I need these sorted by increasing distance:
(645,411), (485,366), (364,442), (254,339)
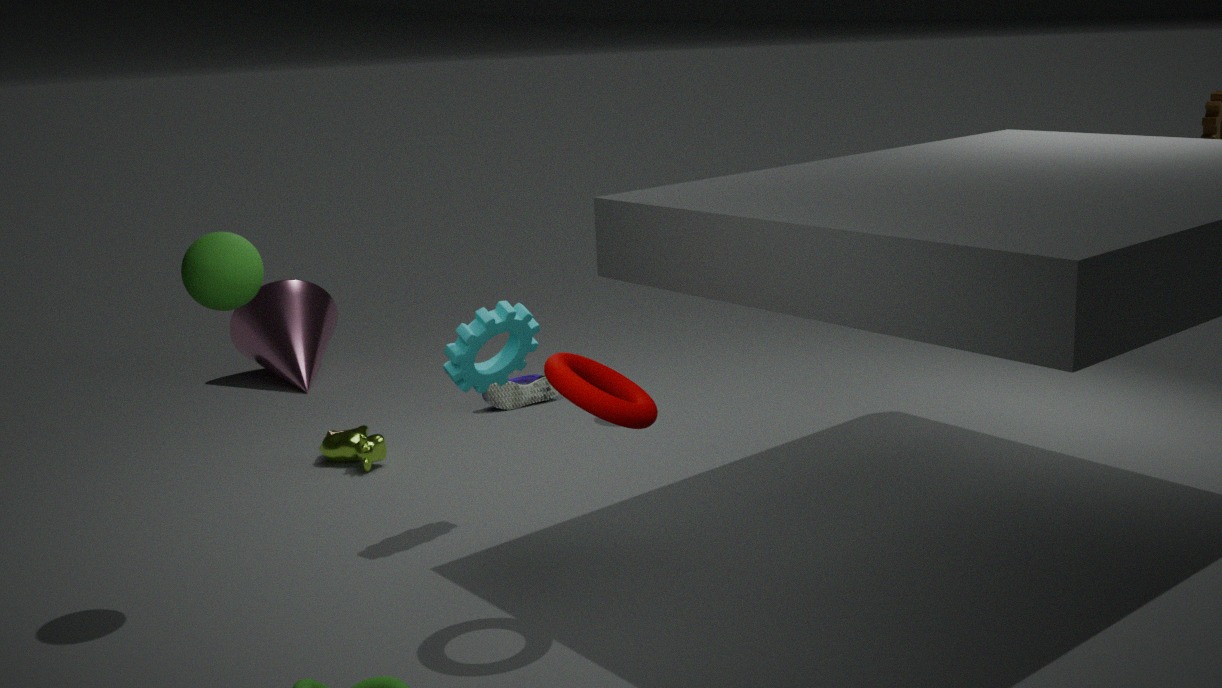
(645,411) → (485,366) → (364,442) → (254,339)
